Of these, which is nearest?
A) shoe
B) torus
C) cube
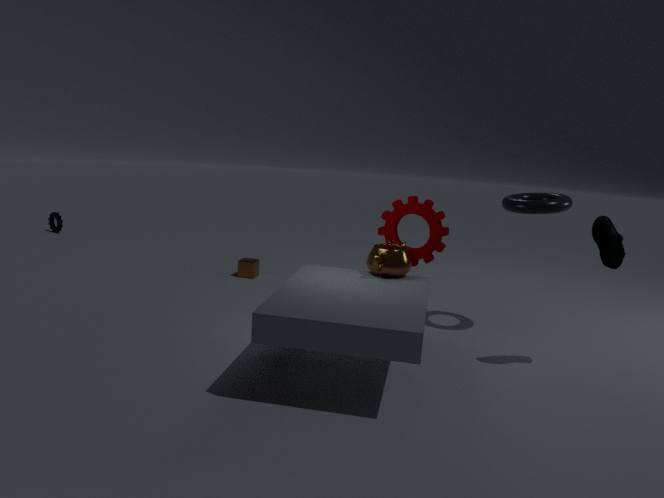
shoe
